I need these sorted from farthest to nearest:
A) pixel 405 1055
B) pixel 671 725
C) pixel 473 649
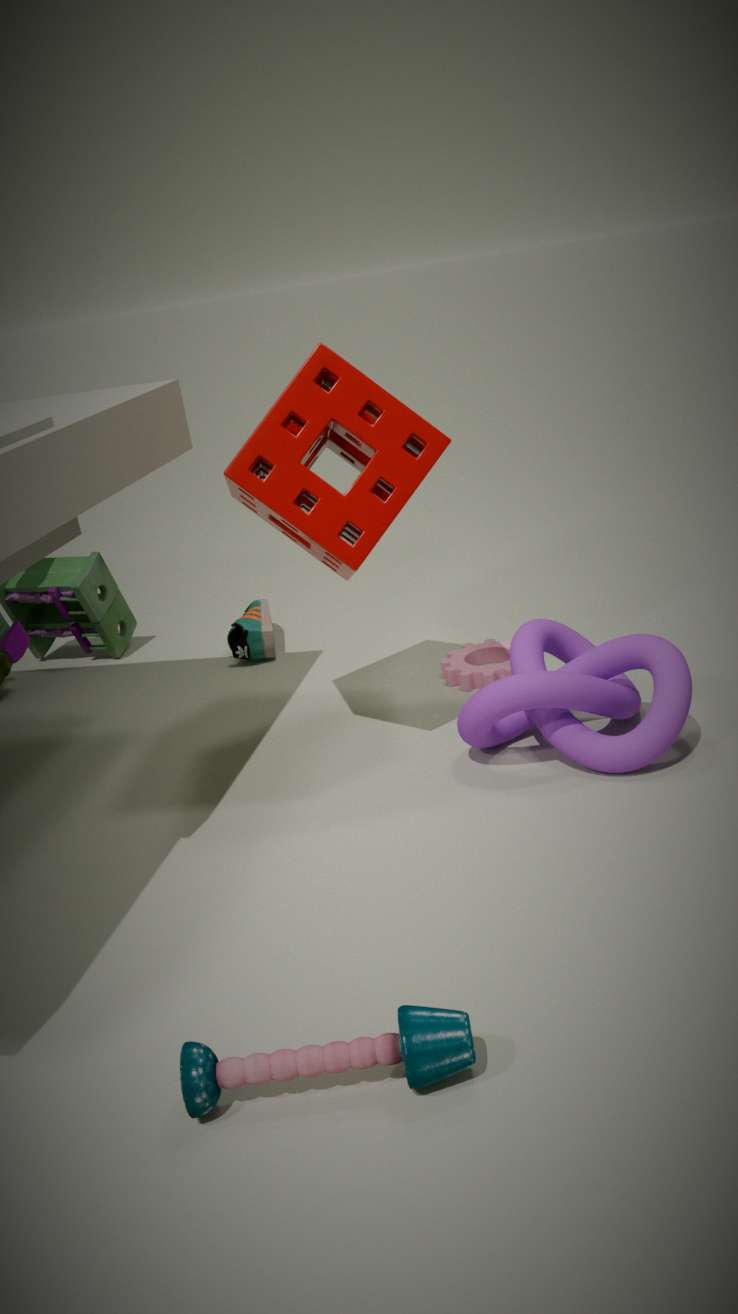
pixel 473 649 < pixel 671 725 < pixel 405 1055
